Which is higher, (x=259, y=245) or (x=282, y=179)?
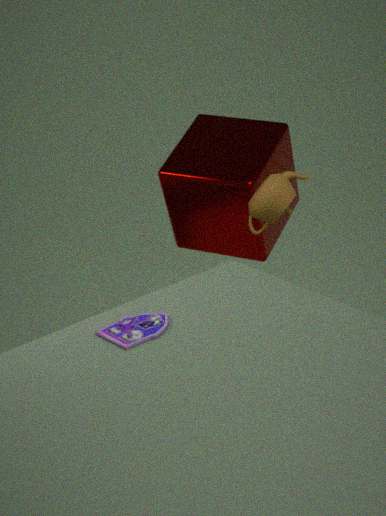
(x=282, y=179)
